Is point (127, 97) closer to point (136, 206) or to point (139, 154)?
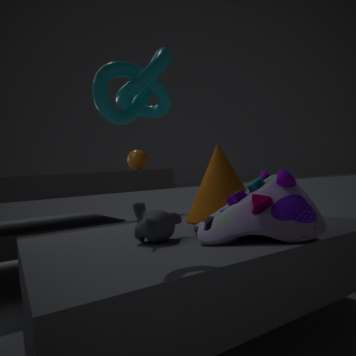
point (136, 206)
